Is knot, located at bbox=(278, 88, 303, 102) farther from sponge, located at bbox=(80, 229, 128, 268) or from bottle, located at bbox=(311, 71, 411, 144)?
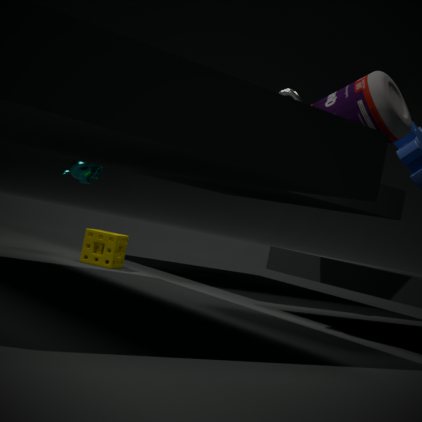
sponge, located at bbox=(80, 229, 128, 268)
